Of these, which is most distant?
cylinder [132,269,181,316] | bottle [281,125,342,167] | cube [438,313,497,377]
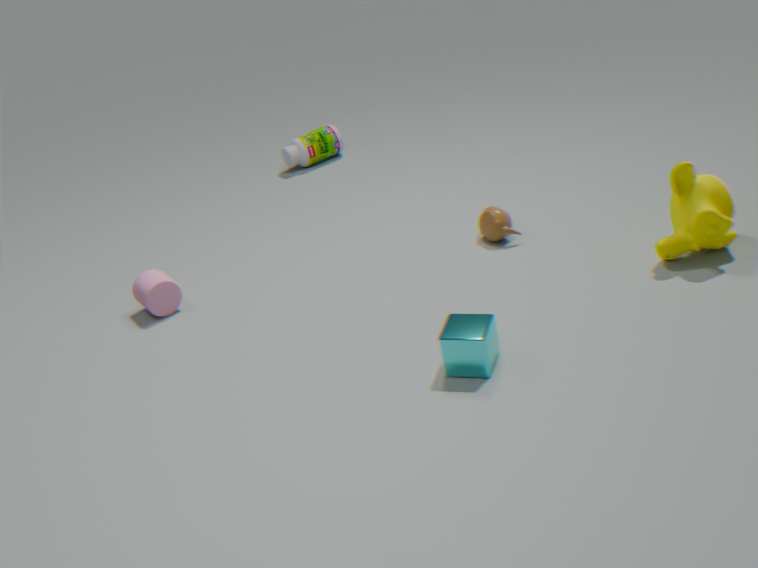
bottle [281,125,342,167]
